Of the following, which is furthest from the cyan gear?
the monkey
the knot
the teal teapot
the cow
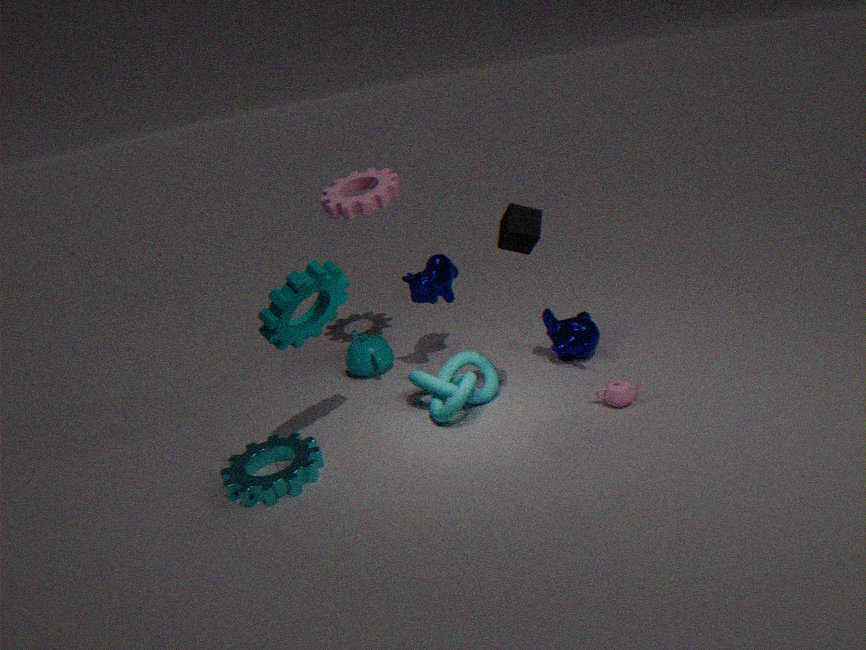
the monkey
